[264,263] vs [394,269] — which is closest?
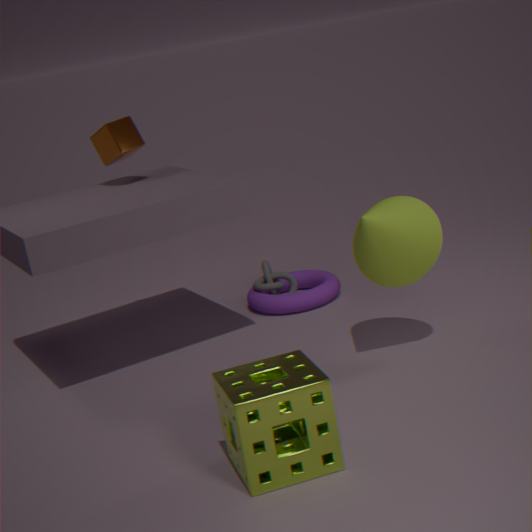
[394,269]
